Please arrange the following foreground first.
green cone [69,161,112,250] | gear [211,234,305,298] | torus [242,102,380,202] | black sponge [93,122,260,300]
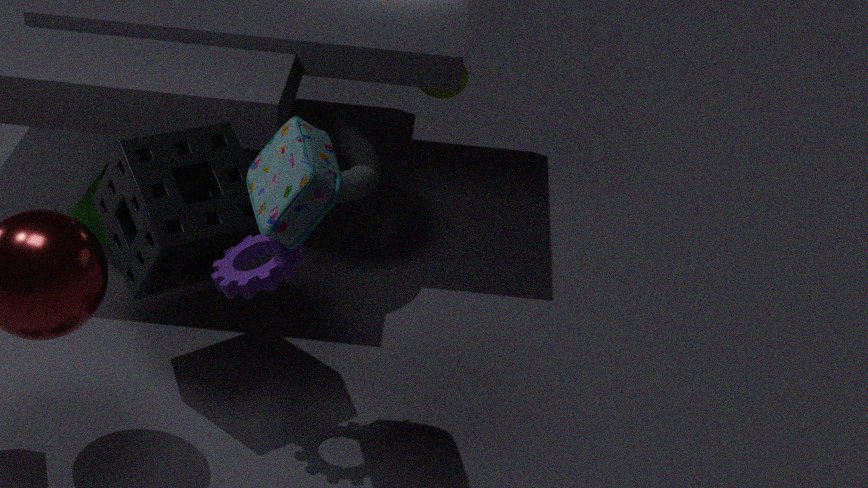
gear [211,234,305,298], black sponge [93,122,260,300], torus [242,102,380,202], green cone [69,161,112,250]
